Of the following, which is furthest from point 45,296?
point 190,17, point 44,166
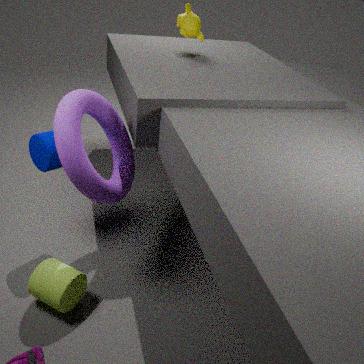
point 190,17
